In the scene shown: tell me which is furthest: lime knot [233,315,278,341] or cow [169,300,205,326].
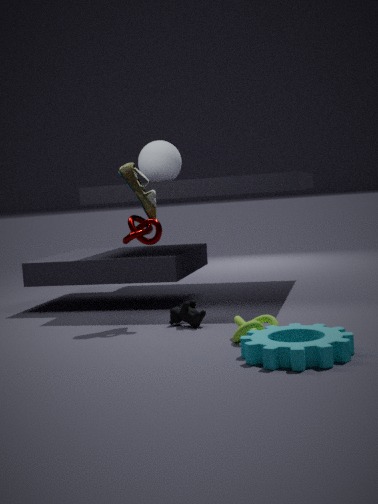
cow [169,300,205,326]
